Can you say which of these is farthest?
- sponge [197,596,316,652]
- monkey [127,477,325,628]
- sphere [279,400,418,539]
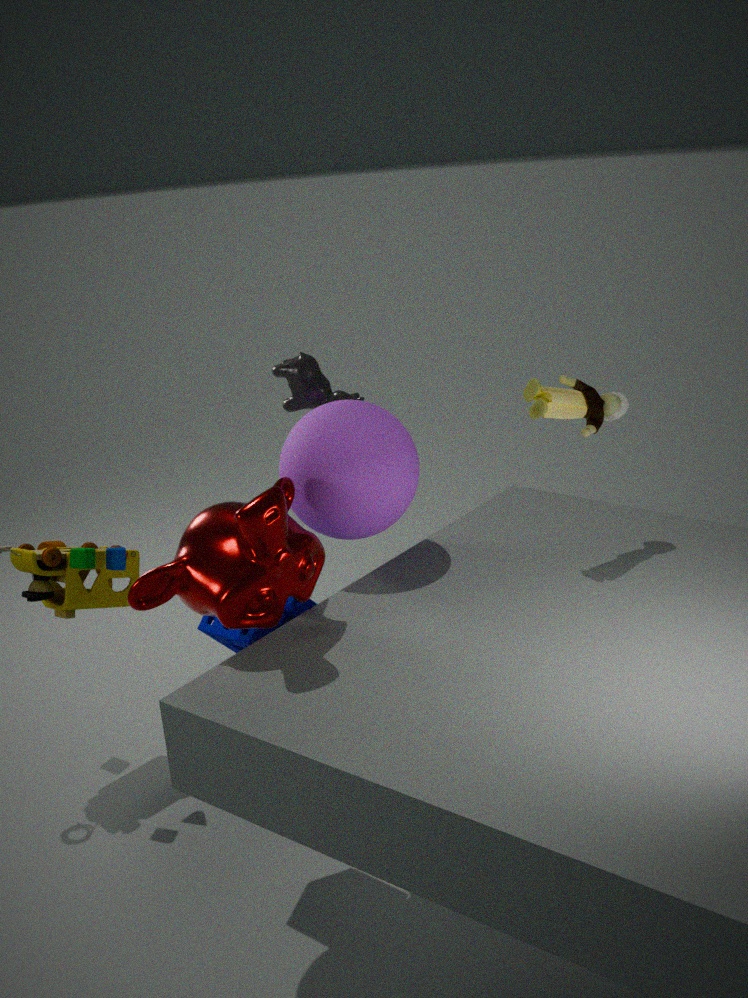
sphere [279,400,418,539]
